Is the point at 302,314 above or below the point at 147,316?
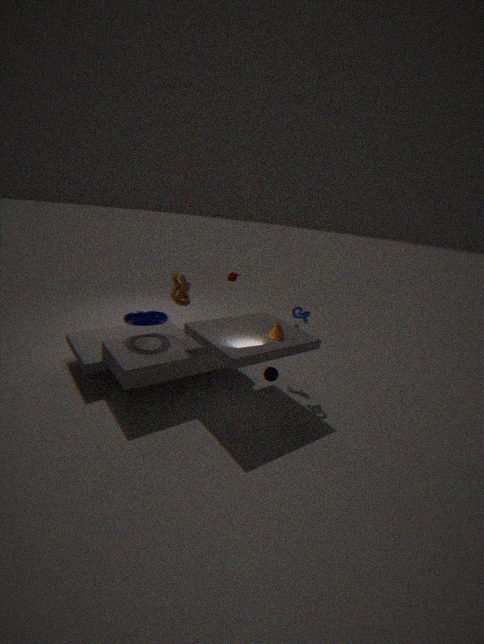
above
